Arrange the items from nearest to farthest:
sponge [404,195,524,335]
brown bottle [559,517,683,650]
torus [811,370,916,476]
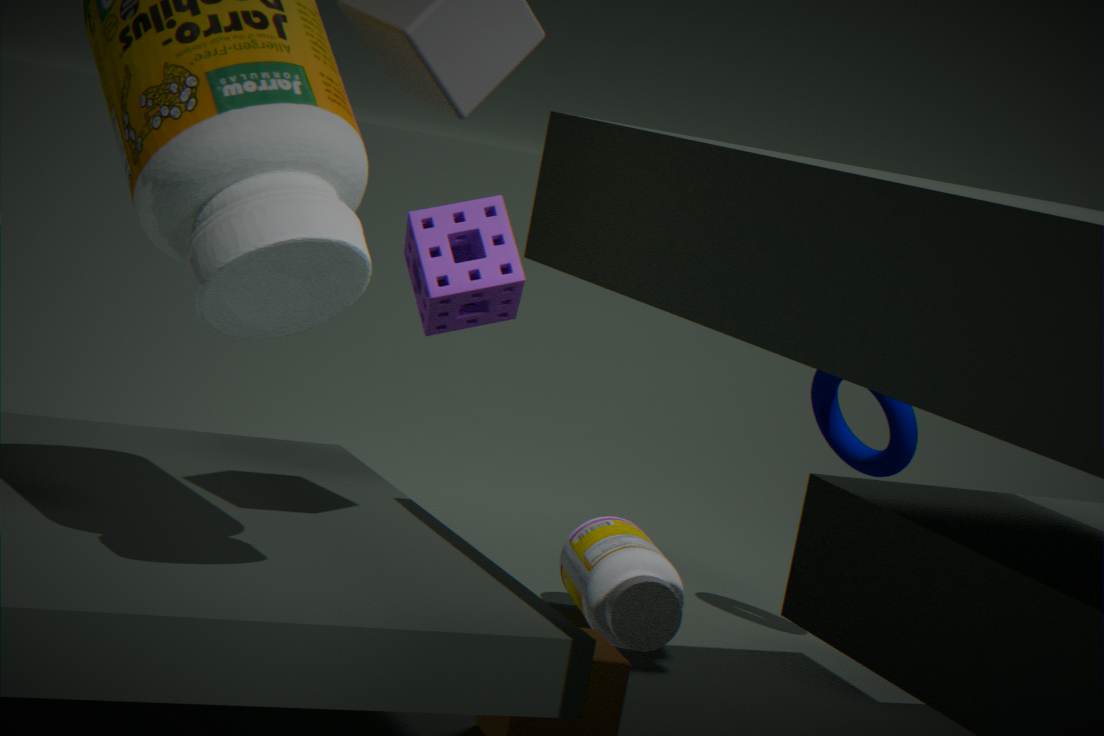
sponge [404,195,524,335]
brown bottle [559,517,683,650]
torus [811,370,916,476]
